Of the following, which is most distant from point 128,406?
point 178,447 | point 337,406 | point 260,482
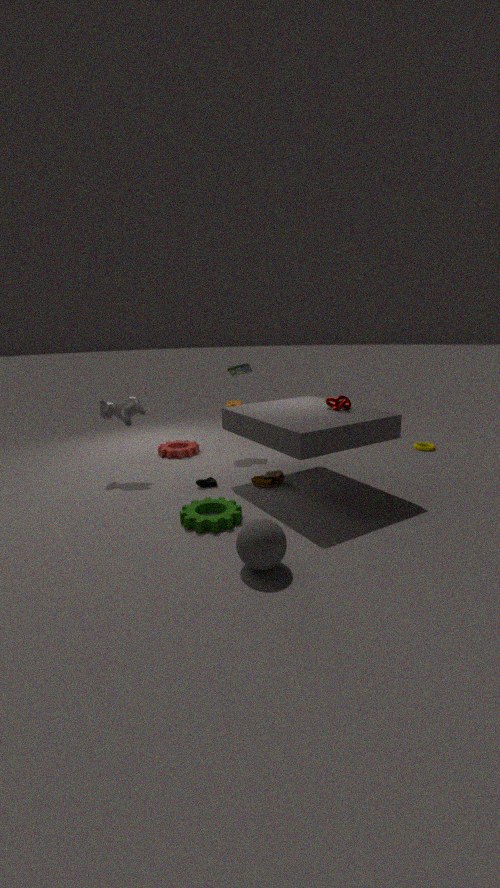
point 337,406
